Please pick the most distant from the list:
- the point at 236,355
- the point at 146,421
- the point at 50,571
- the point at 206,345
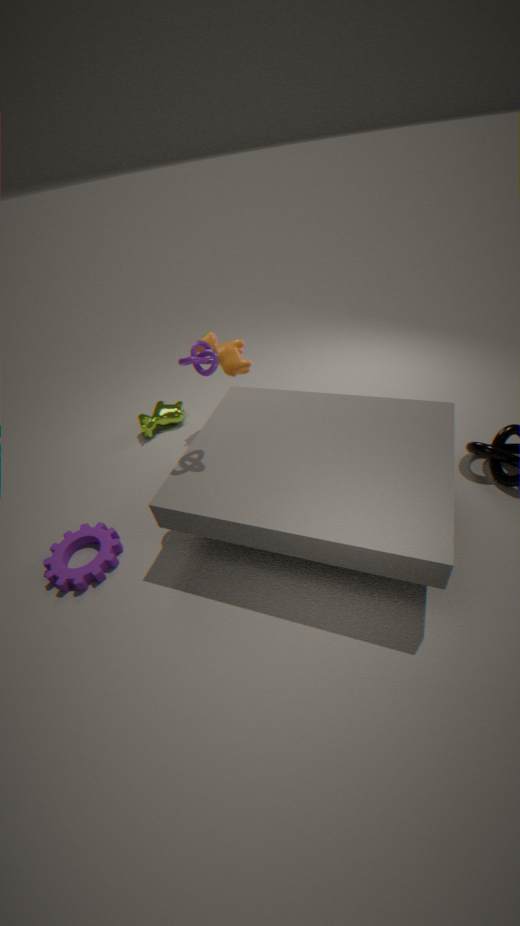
the point at 146,421
